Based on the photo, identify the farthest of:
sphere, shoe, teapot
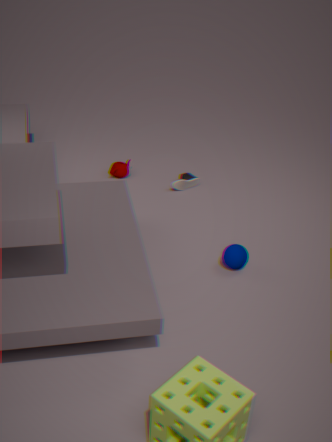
teapot
